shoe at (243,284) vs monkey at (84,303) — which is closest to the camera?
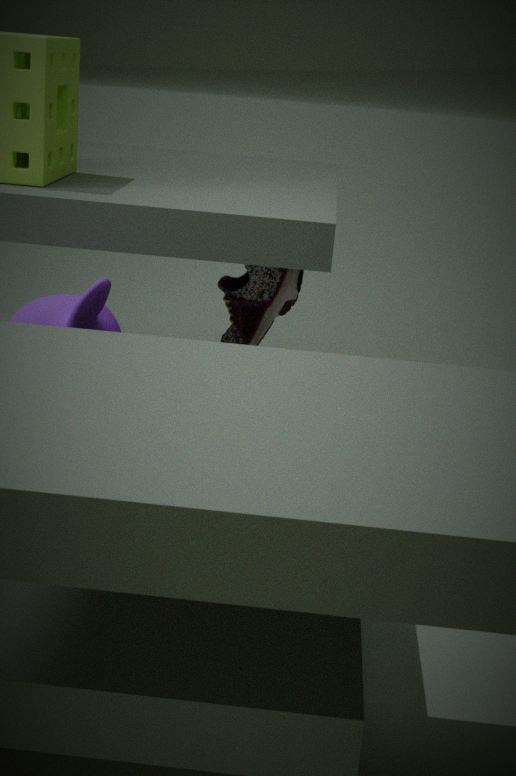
monkey at (84,303)
